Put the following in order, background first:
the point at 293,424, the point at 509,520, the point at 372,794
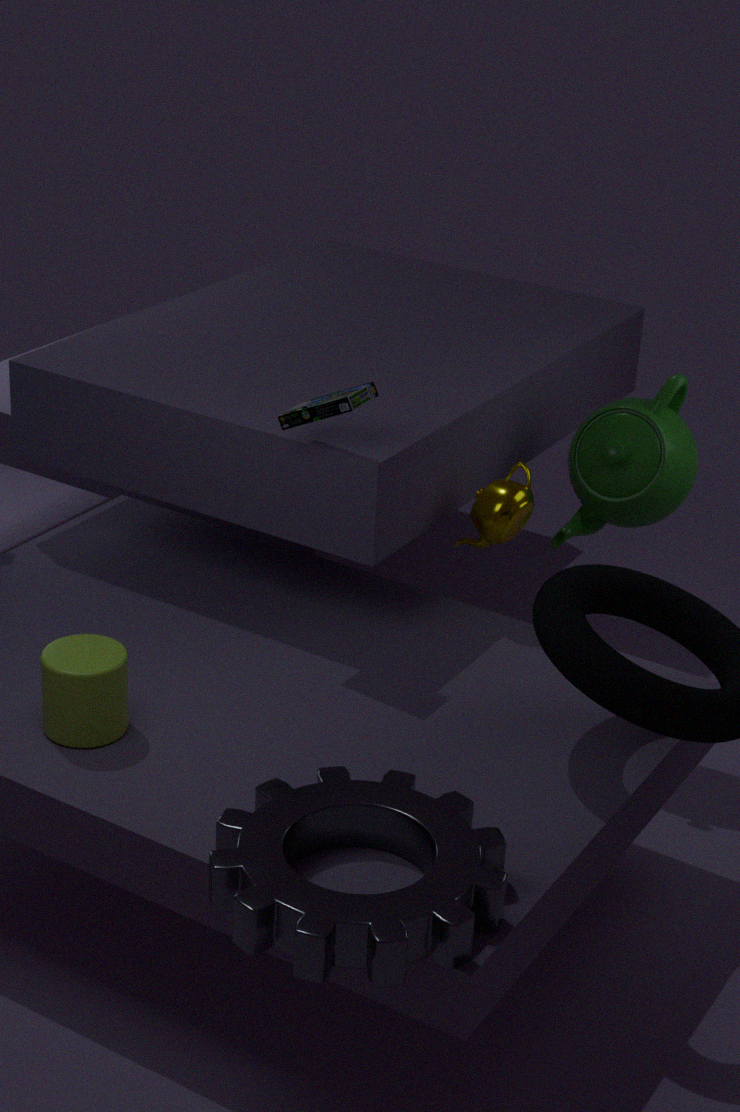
the point at 509,520
the point at 293,424
the point at 372,794
